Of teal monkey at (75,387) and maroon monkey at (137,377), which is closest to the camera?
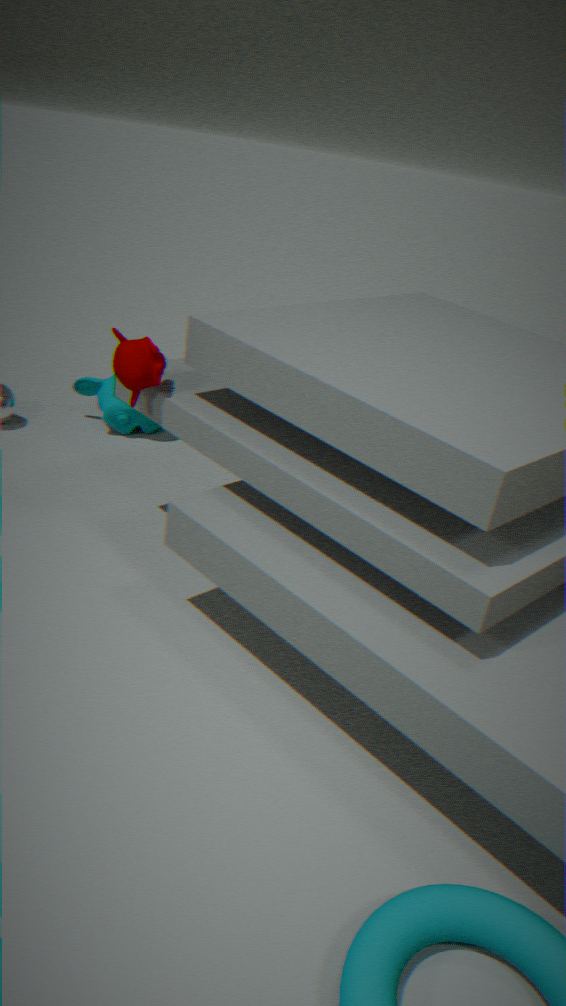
maroon monkey at (137,377)
